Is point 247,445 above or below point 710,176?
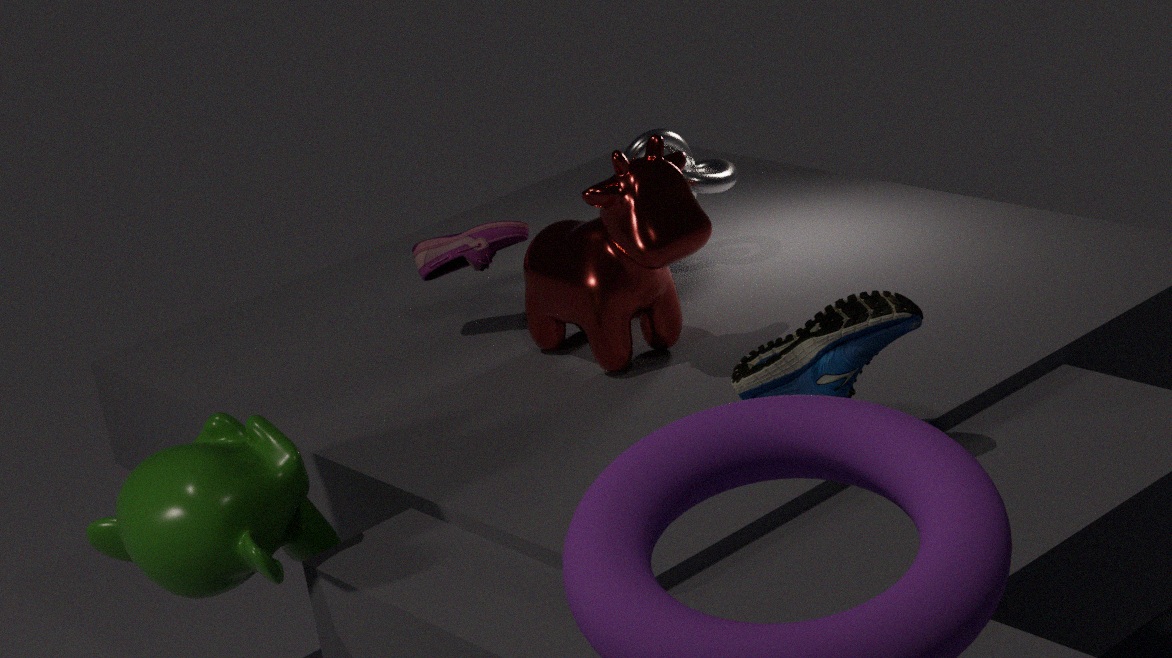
below
